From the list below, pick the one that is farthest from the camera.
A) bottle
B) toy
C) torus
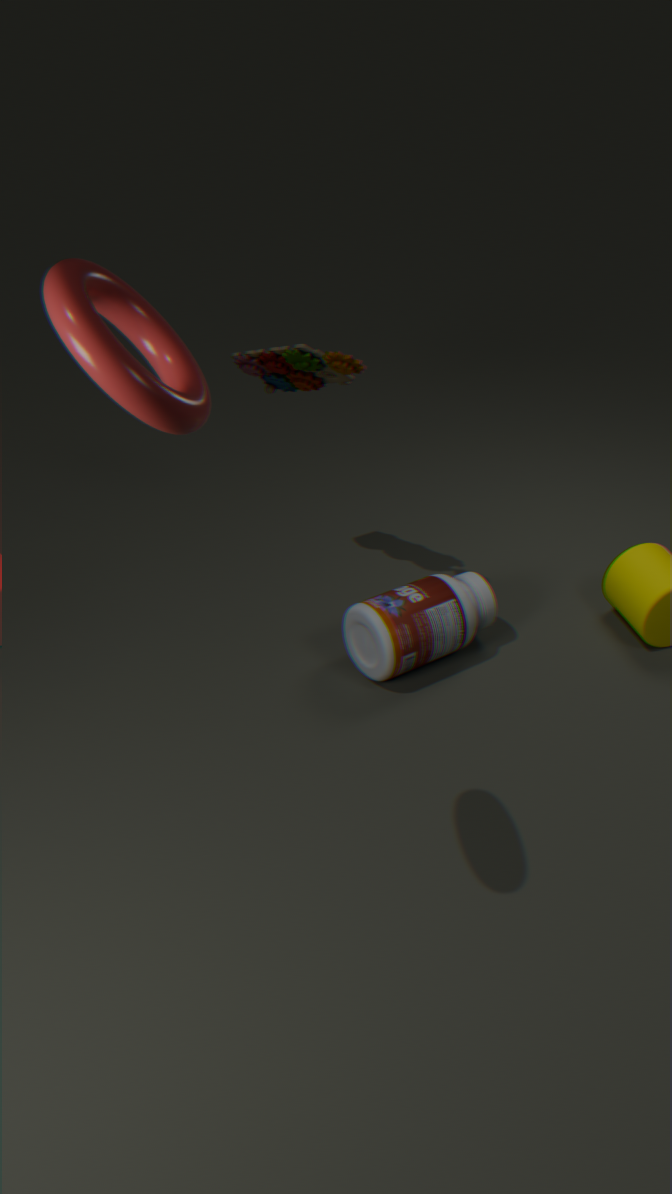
bottle
